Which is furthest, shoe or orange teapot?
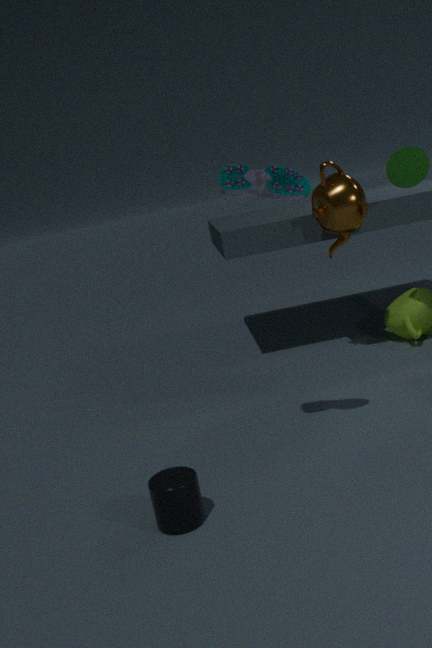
orange teapot
